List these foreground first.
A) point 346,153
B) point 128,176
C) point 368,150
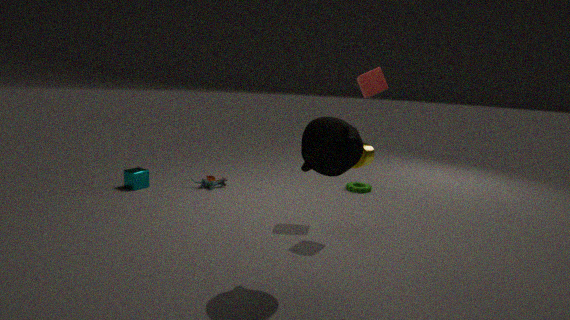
1. point 346,153
2. point 368,150
3. point 128,176
